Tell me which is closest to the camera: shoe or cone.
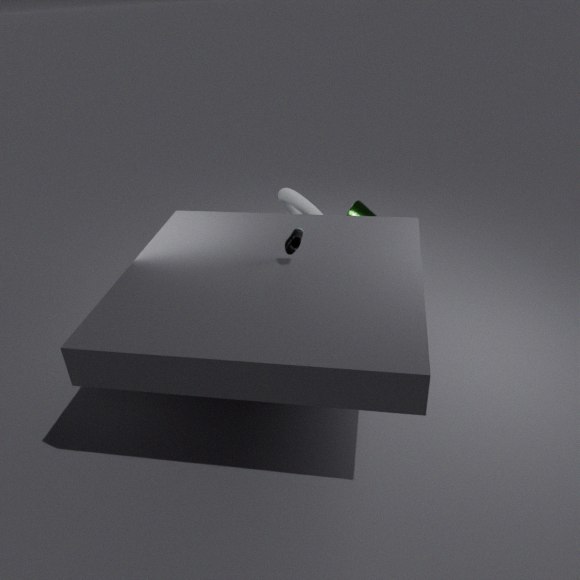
shoe
